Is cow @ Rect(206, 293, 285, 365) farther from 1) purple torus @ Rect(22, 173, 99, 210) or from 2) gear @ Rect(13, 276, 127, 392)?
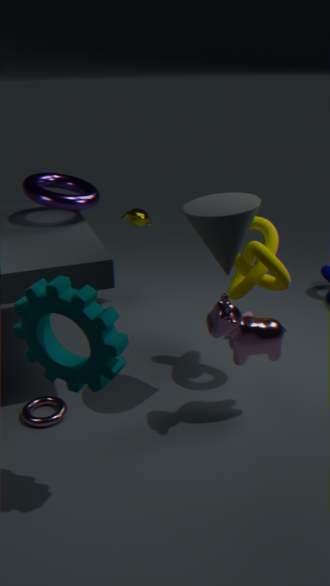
1) purple torus @ Rect(22, 173, 99, 210)
